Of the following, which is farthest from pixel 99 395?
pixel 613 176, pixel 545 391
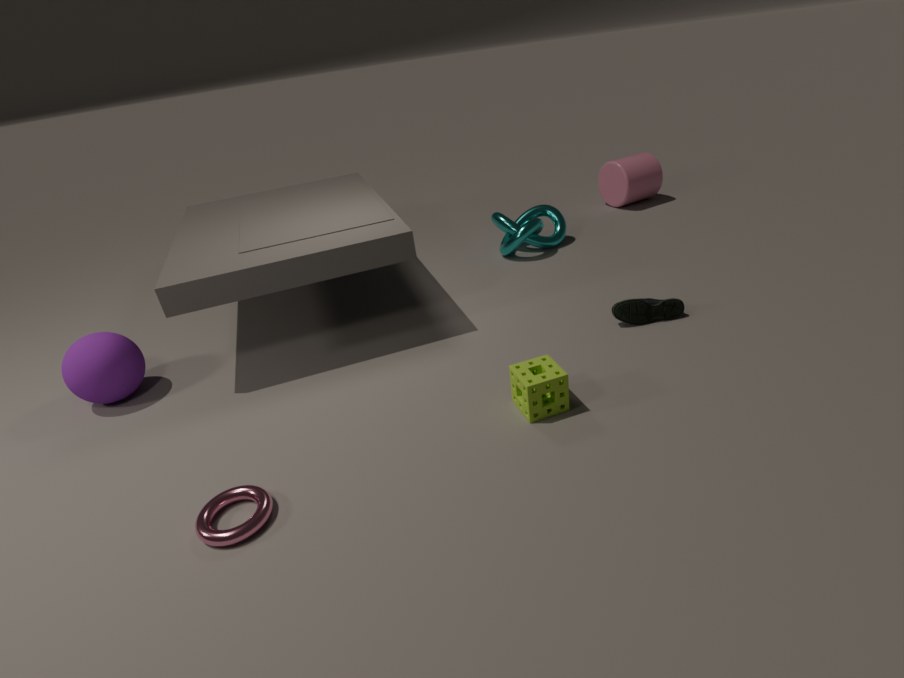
pixel 613 176
